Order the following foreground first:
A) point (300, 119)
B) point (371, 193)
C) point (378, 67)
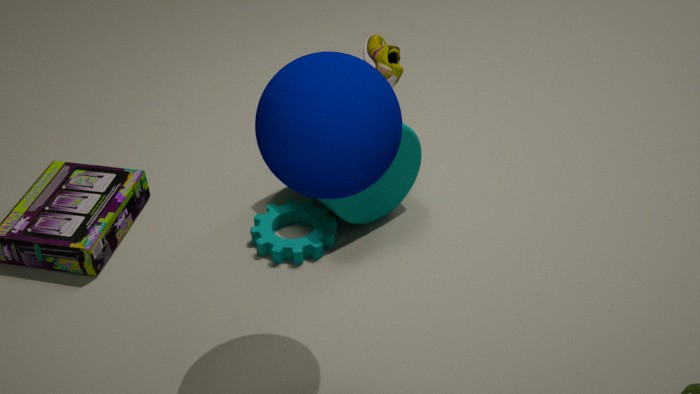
point (300, 119) < point (378, 67) < point (371, 193)
